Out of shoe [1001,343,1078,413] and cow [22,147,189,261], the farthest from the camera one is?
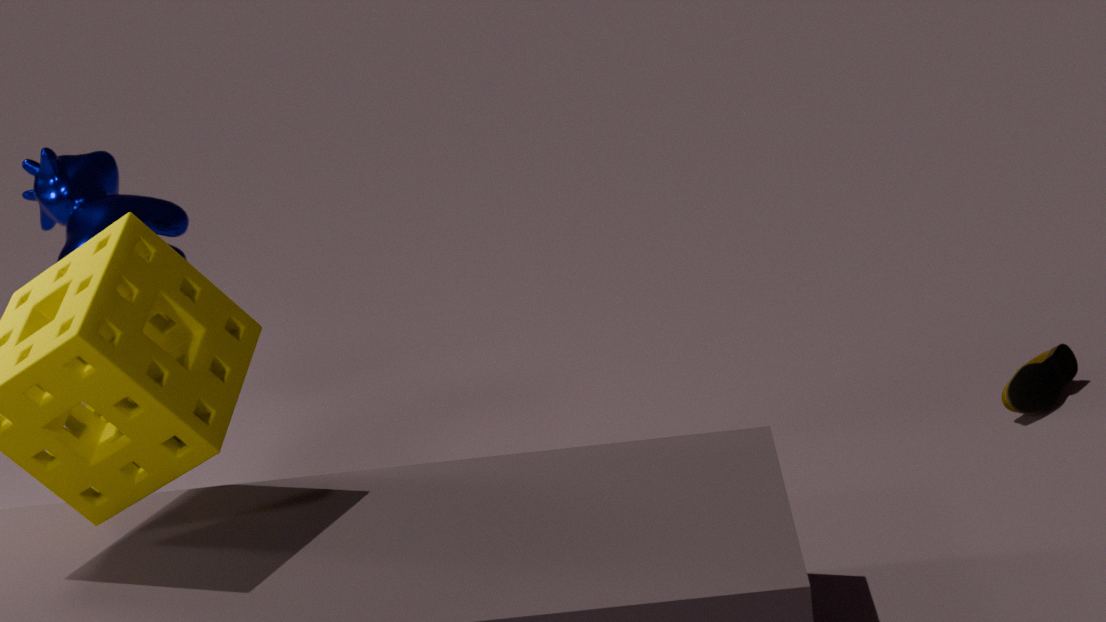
shoe [1001,343,1078,413]
